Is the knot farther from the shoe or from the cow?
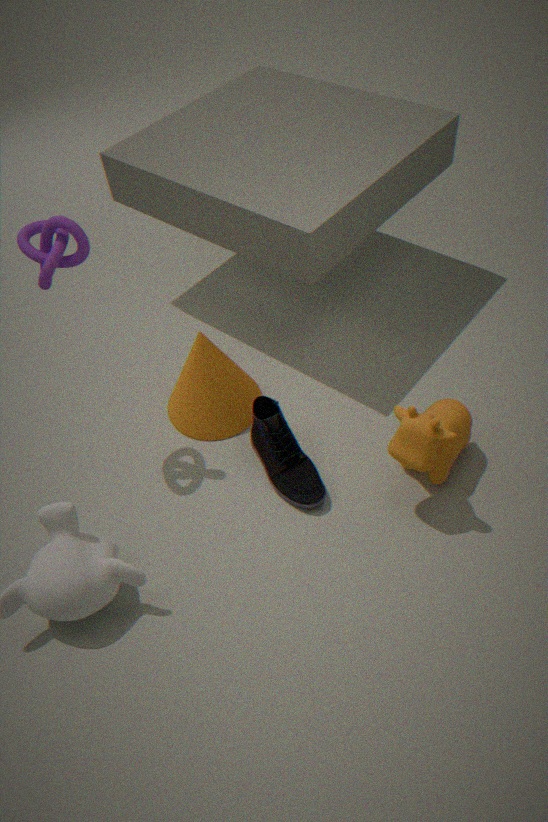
the cow
